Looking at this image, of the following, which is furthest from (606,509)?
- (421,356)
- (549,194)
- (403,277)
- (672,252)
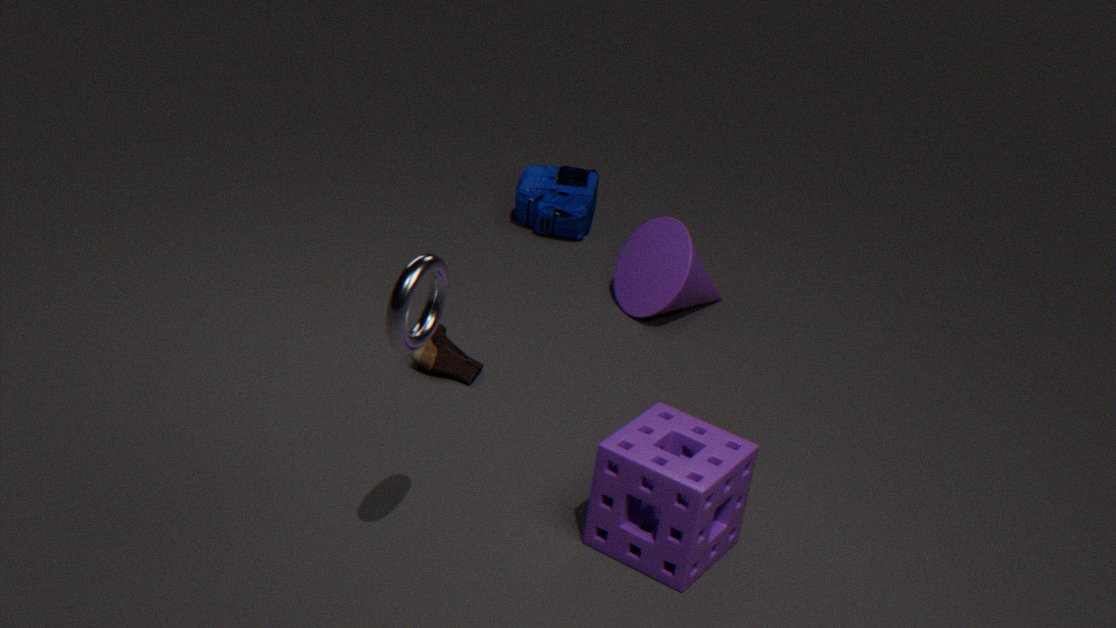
(549,194)
